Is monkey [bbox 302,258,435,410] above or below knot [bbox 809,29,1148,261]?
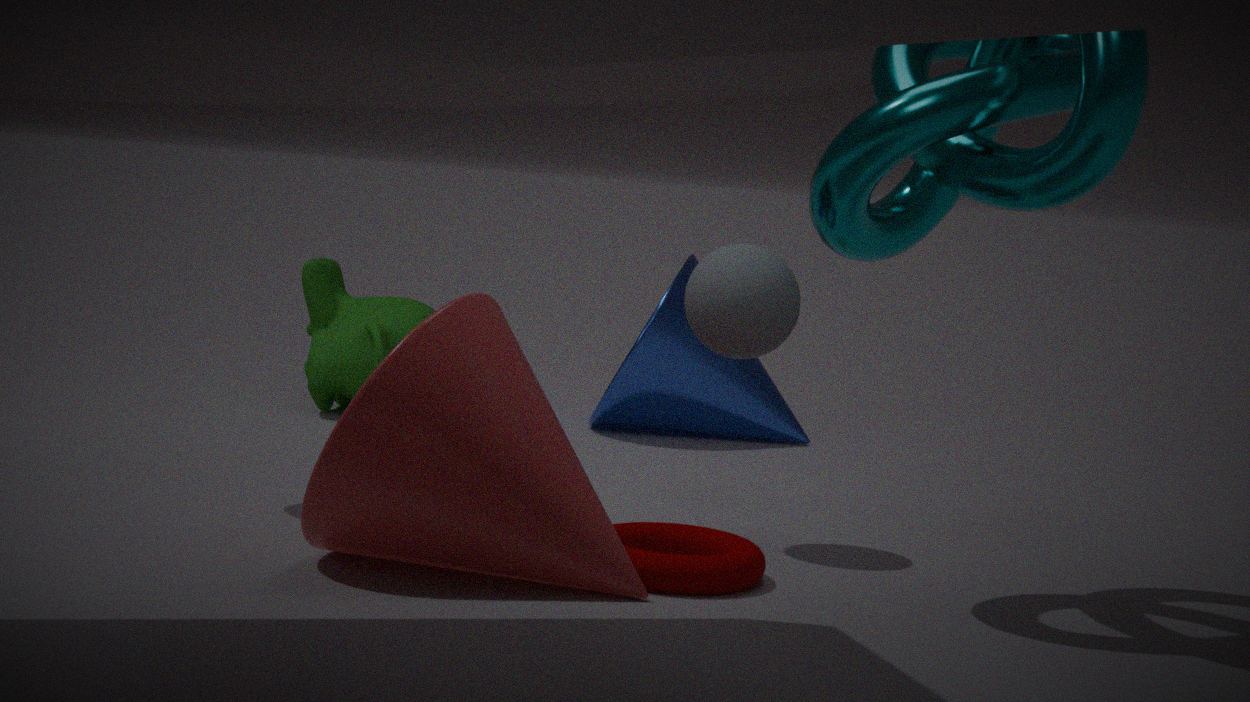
below
